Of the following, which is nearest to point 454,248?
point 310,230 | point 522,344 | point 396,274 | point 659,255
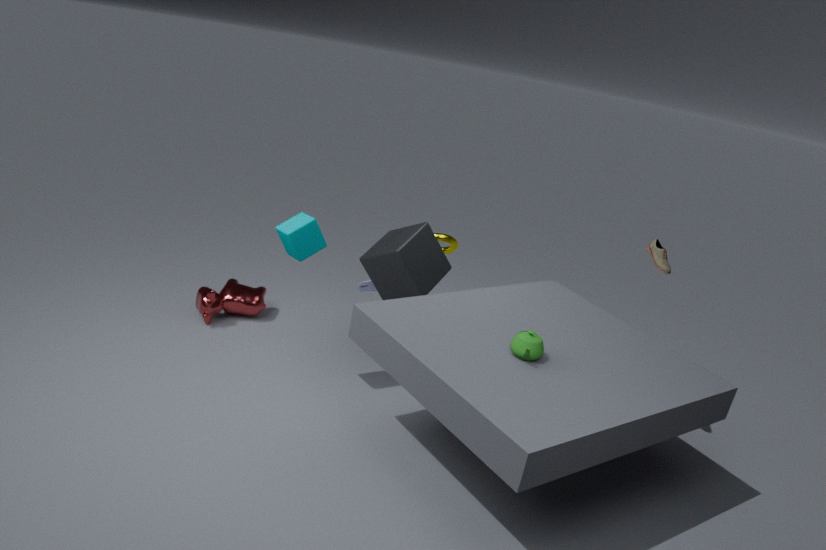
point 396,274
